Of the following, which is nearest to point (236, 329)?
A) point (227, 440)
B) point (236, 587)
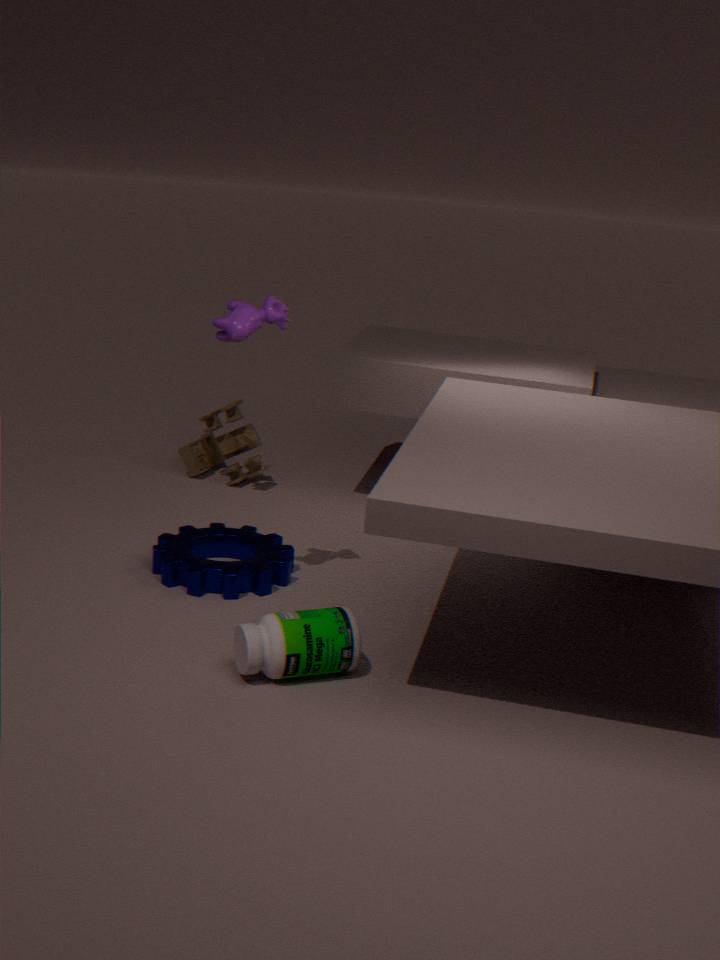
point (236, 587)
